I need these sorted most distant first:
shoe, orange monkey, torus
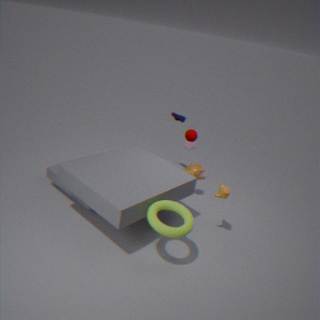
shoe < orange monkey < torus
